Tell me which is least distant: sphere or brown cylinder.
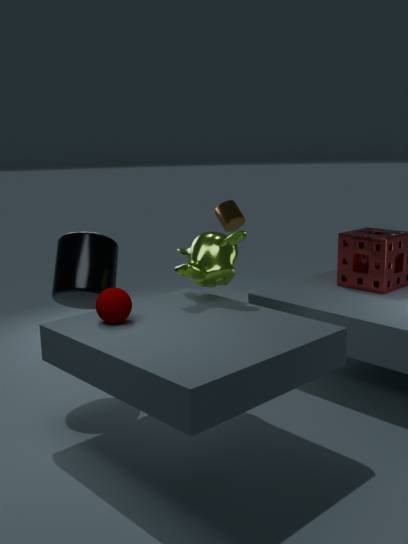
sphere
